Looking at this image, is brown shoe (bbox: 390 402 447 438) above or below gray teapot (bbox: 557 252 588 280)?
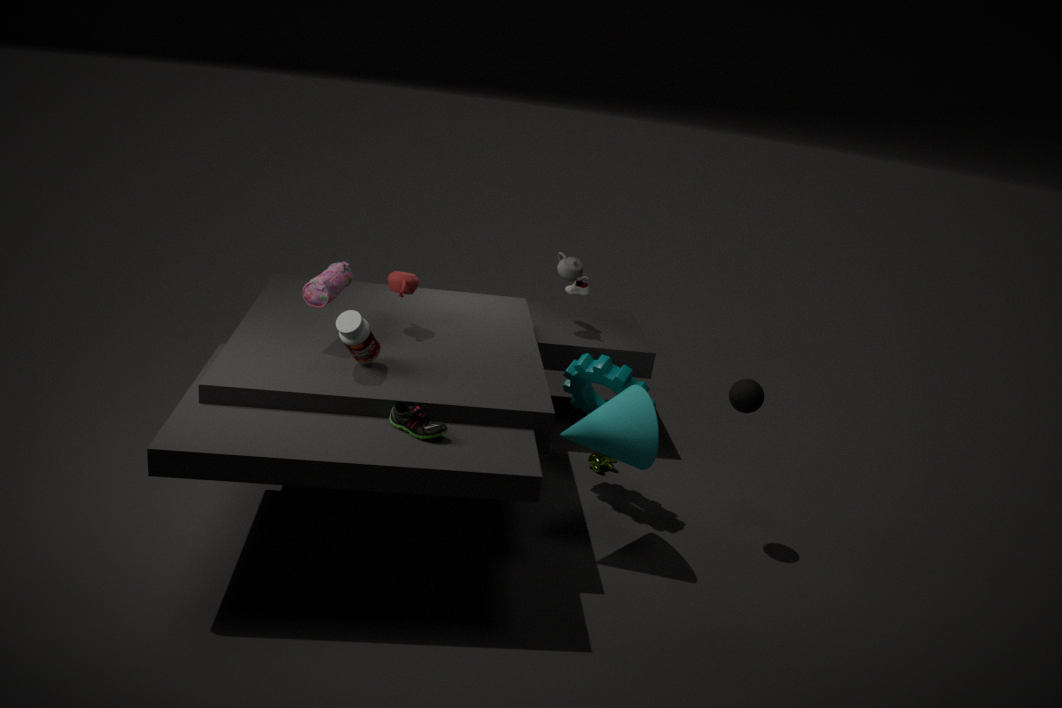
below
